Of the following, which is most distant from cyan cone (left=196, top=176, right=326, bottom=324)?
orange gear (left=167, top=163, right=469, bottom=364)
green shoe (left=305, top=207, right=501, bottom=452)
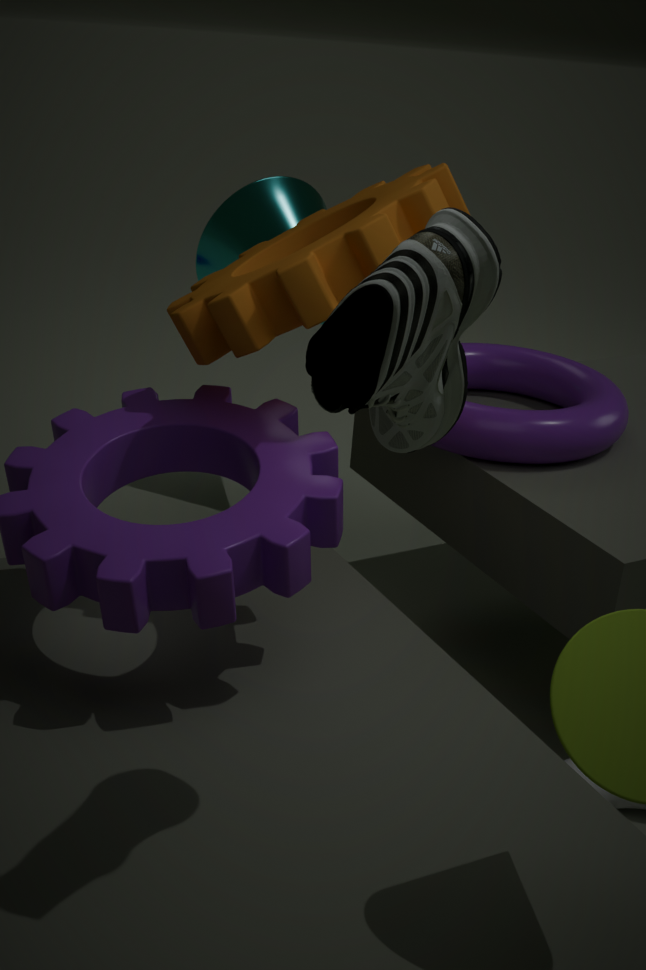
green shoe (left=305, top=207, right=501, bottom=452)
